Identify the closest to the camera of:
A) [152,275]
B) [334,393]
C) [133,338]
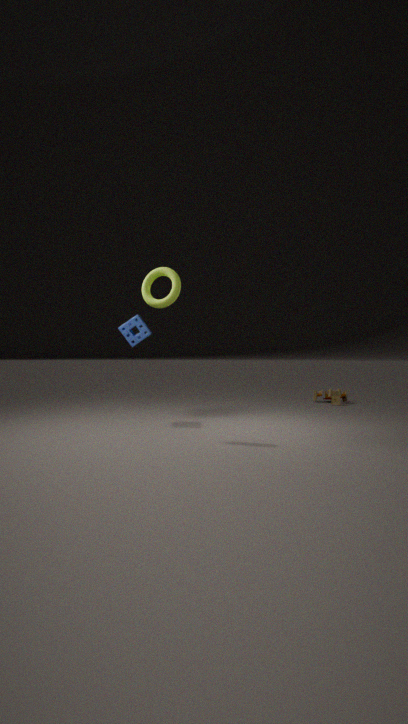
[152,275]
